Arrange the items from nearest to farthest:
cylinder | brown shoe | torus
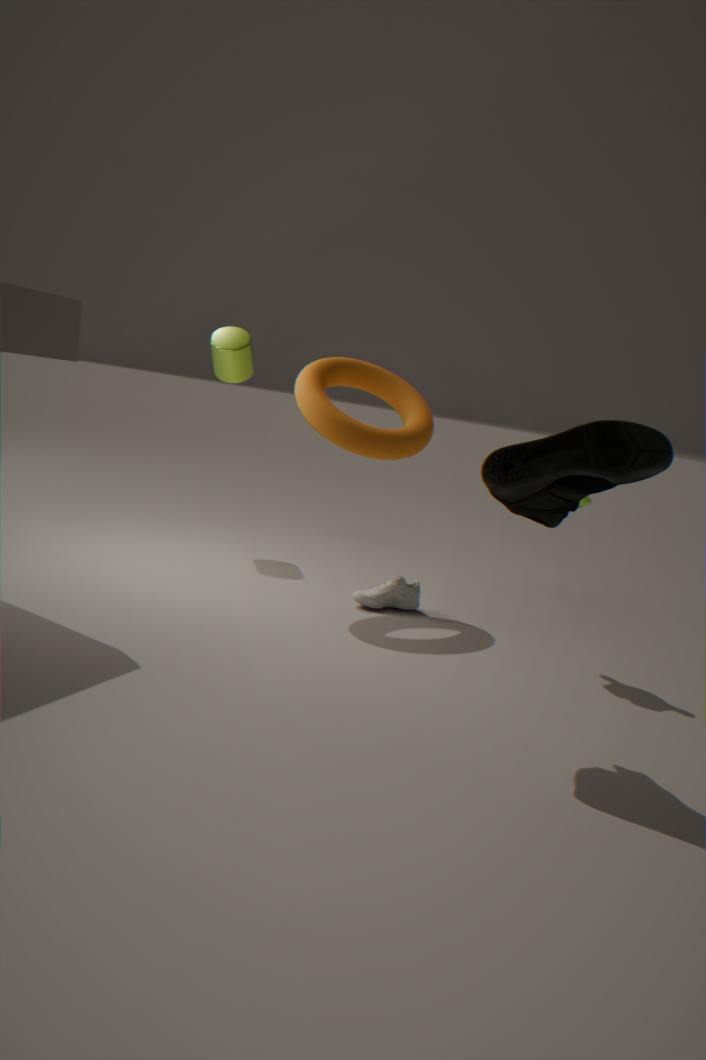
brown shoe → torus → cylinder
